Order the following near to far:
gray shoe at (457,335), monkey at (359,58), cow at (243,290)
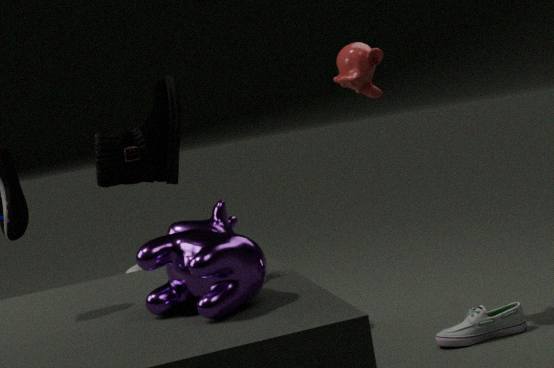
cow at (243,290) < gray shoe at (457,335) < monkey at (359,58)
